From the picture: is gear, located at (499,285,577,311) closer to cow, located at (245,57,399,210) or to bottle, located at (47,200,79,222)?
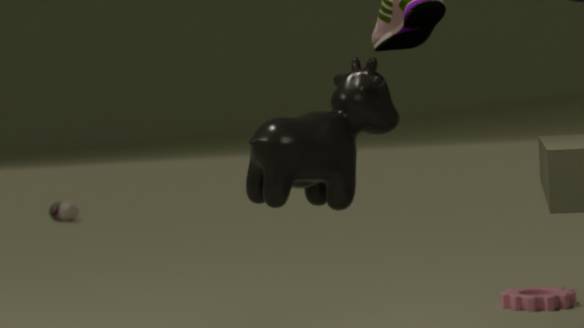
cow, located at (245,57,399,210)
